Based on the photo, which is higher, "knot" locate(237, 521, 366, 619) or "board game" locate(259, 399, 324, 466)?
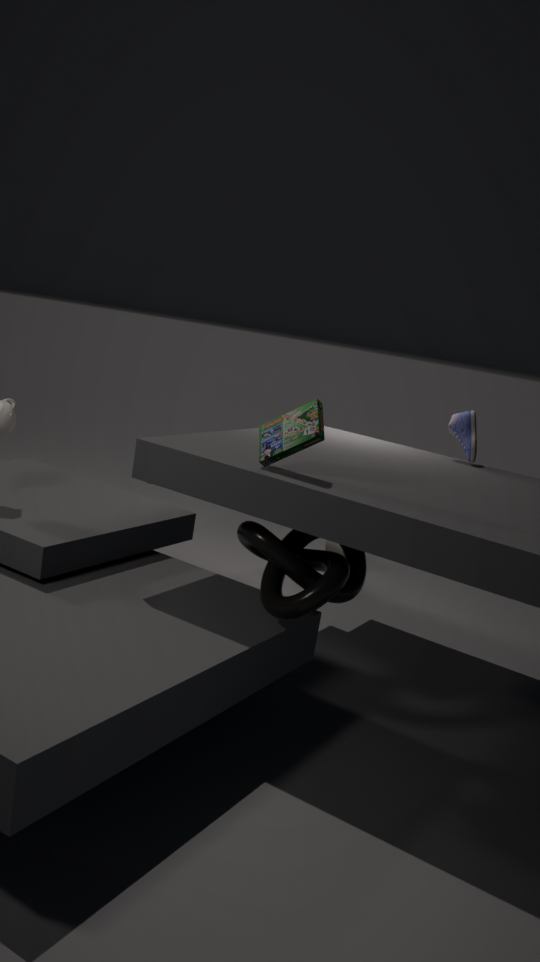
"board game" locate(259, 399, 324, 466)
